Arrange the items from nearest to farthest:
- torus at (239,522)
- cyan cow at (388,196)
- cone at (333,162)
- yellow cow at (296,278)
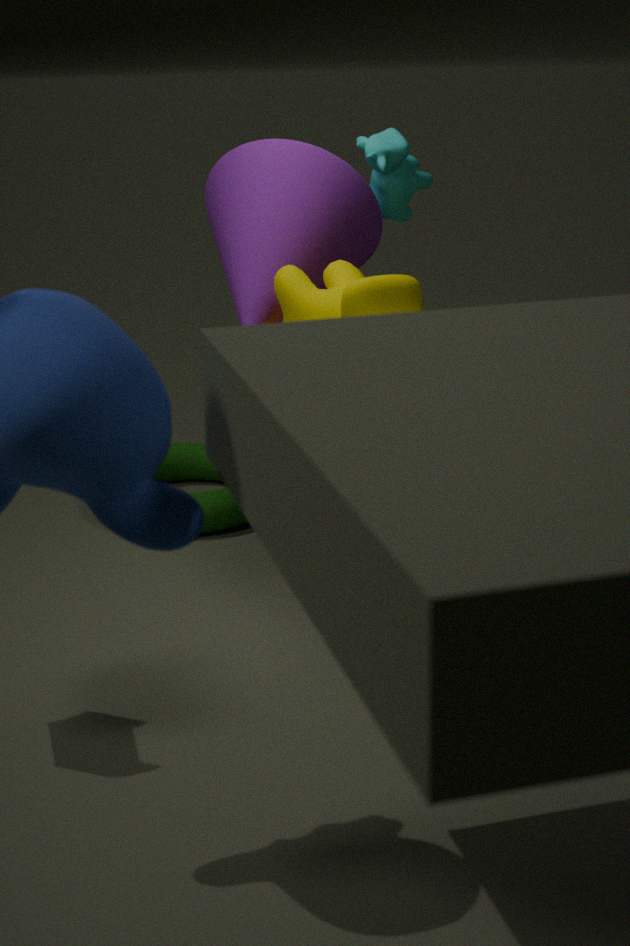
1. yellow cow at (296,278)
2. cone at (333,162)
3. cyan cow at (388,196)
4. torus at (239,522)
